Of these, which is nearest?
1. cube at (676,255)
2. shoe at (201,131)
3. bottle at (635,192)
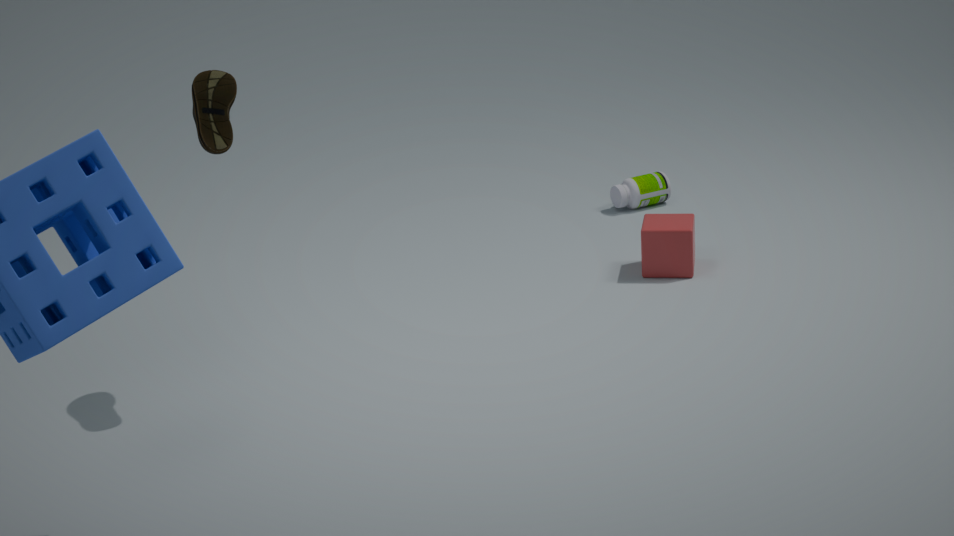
shoe at (201,131)
